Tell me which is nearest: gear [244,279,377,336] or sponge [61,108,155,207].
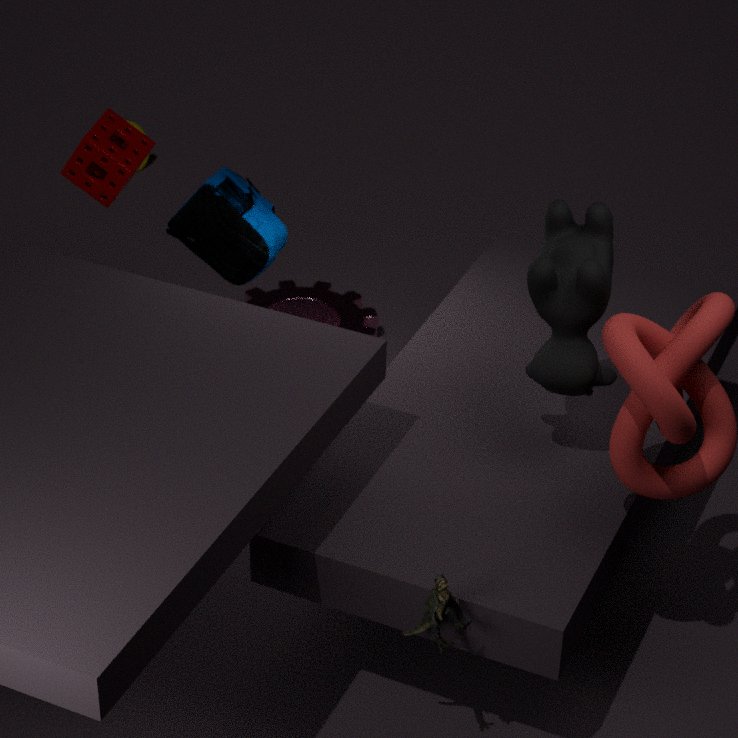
sponge [61,108,155,207]
